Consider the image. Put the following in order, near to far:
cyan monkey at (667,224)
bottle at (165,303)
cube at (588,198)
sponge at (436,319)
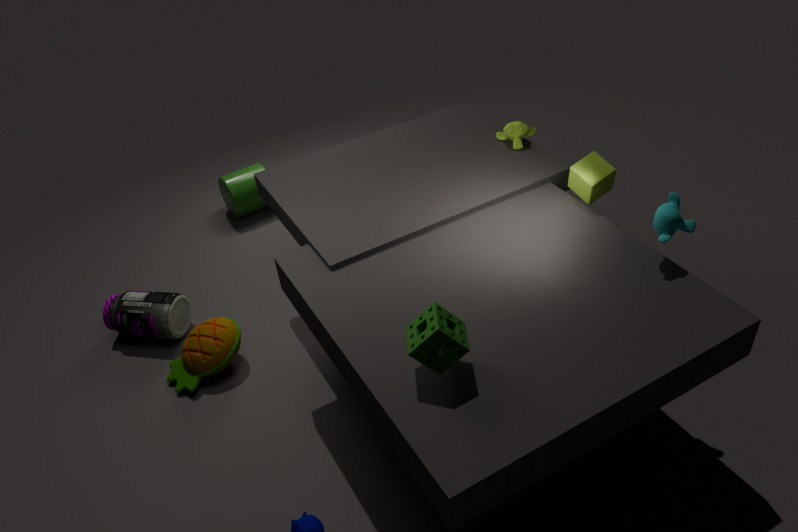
1. sponge at (436,319)
2. cyan monkey at (667,224)
3. cube at (588,198)
4. bottle at (165,303)
